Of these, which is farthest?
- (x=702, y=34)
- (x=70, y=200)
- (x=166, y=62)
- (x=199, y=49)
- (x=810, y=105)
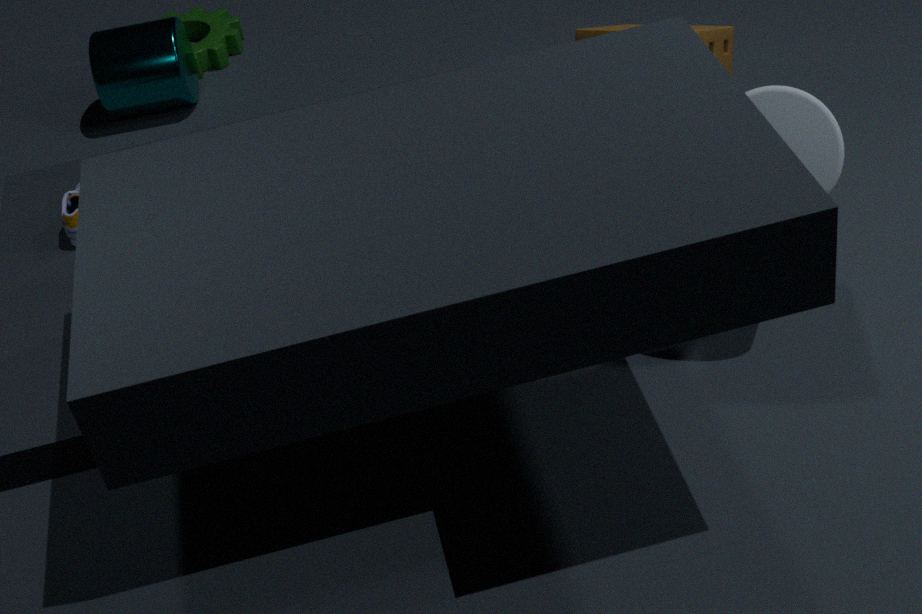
(x=199, y=49)
